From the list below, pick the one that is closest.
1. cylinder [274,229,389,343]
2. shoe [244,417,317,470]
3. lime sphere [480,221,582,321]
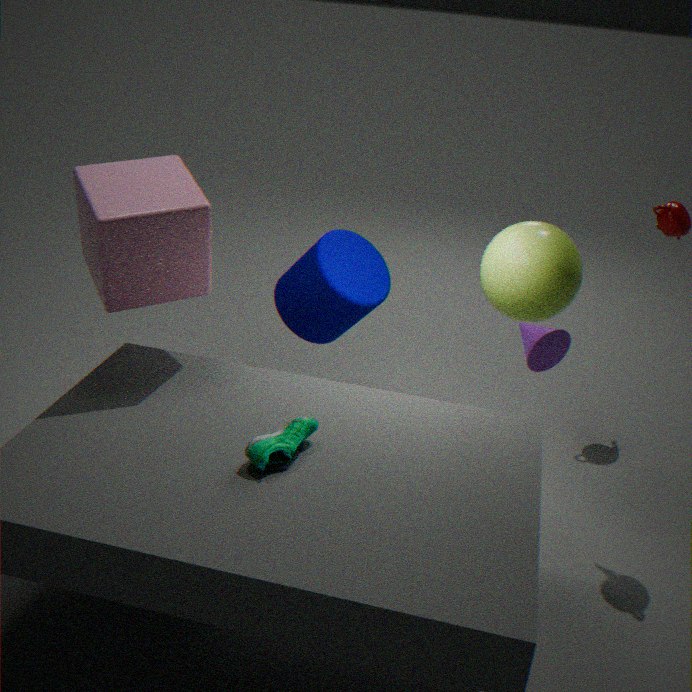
shoe [244,417,317,470]
